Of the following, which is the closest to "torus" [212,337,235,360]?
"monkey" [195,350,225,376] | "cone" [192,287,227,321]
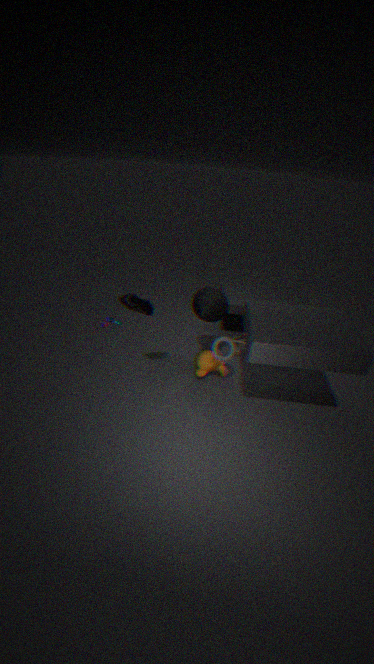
"monkey" [195,350,225,376]
